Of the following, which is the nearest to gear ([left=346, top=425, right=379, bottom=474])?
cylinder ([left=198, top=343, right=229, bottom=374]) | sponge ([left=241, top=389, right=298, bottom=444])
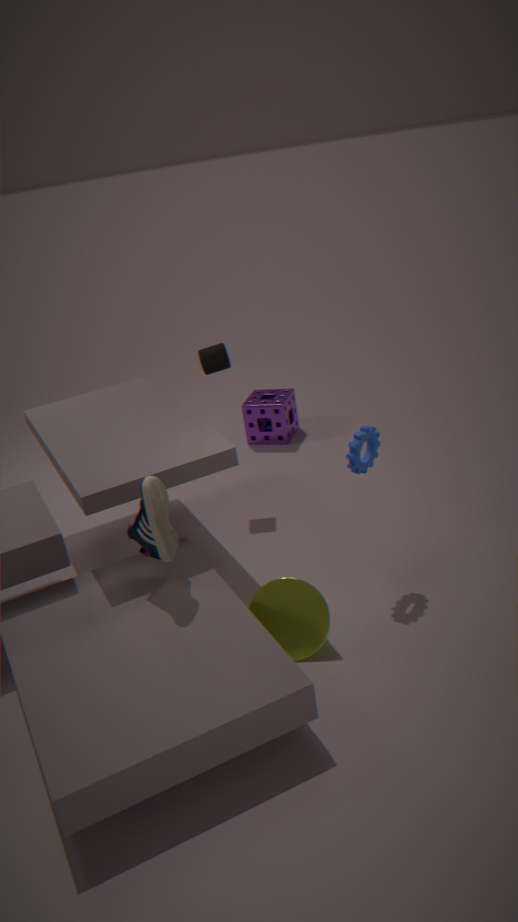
cylinder ([left=198, top=343, right=229, bottom=374])
